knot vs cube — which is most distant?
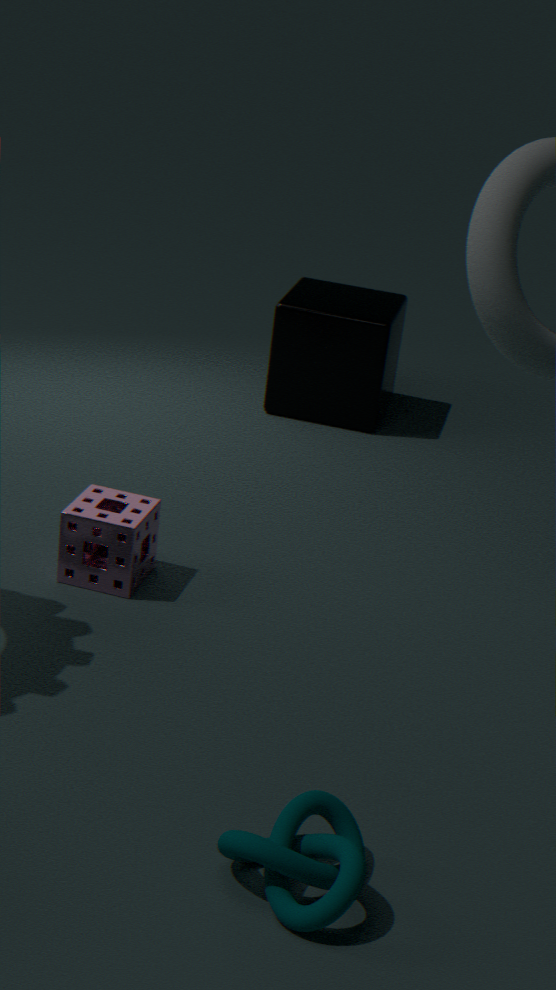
cube
